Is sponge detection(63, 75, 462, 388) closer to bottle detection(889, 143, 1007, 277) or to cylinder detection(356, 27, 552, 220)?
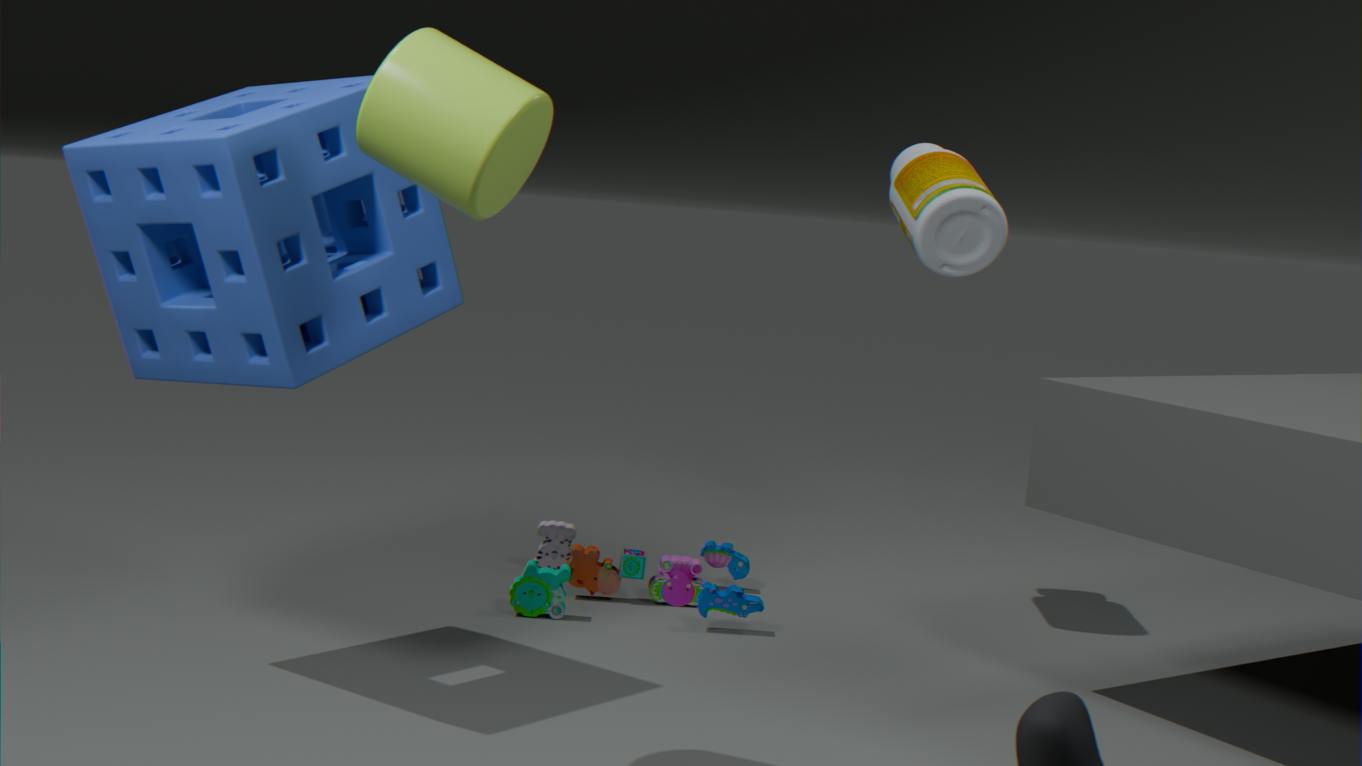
cylinder detection(356, 27, 552, 220)
